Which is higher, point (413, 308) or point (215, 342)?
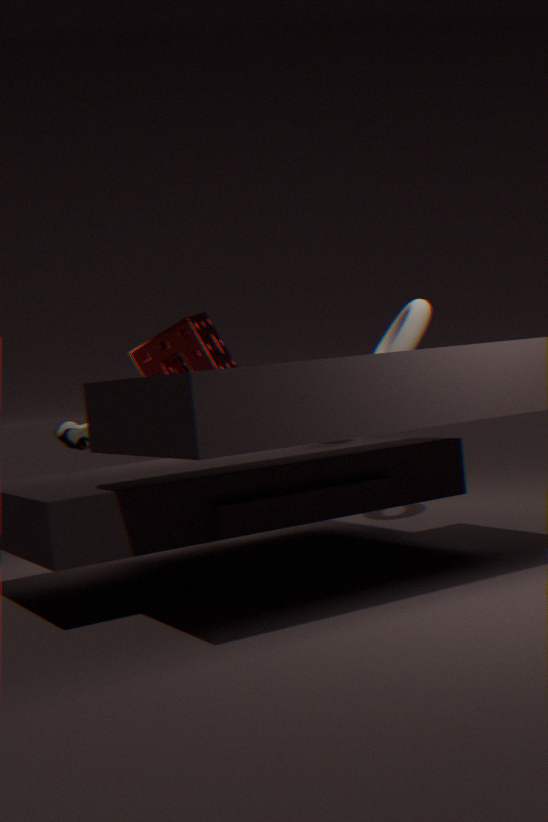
point (215, 342)
